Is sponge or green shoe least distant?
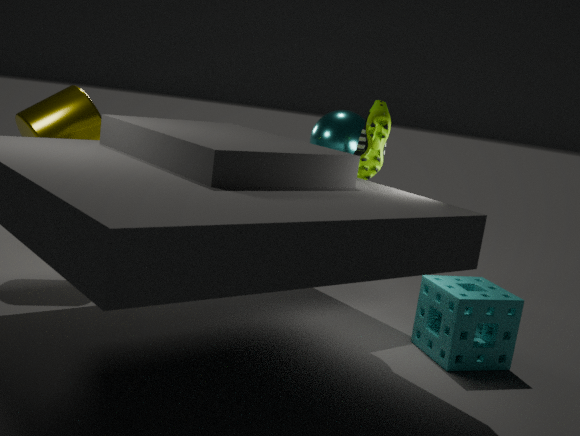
sponge
